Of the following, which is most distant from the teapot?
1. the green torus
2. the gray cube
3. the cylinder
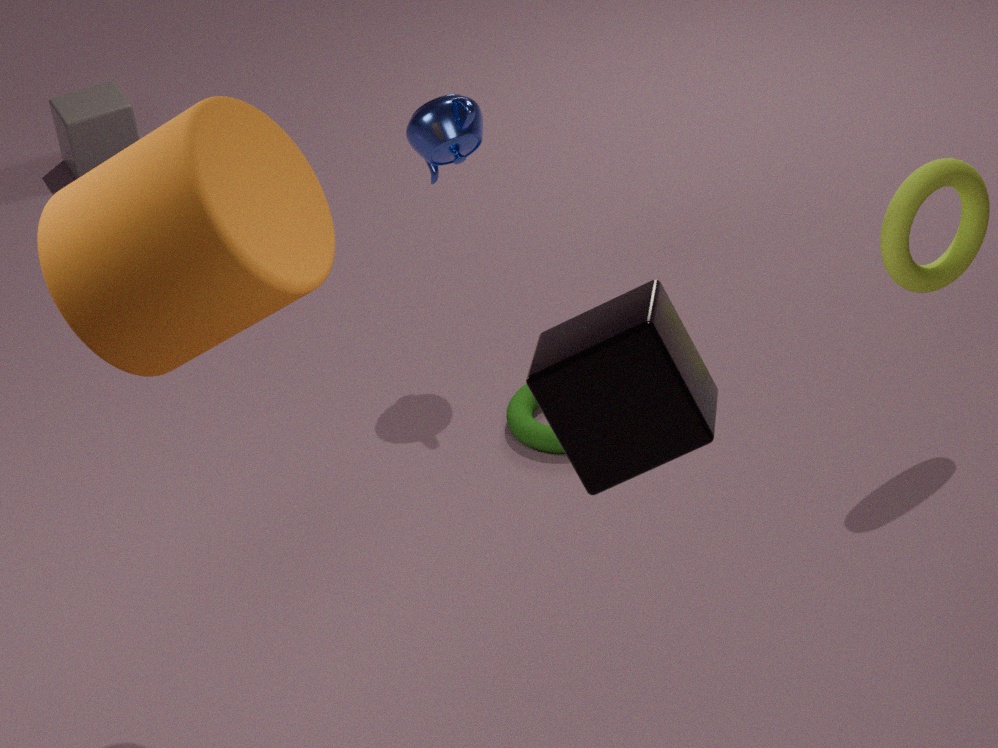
the gray cube
